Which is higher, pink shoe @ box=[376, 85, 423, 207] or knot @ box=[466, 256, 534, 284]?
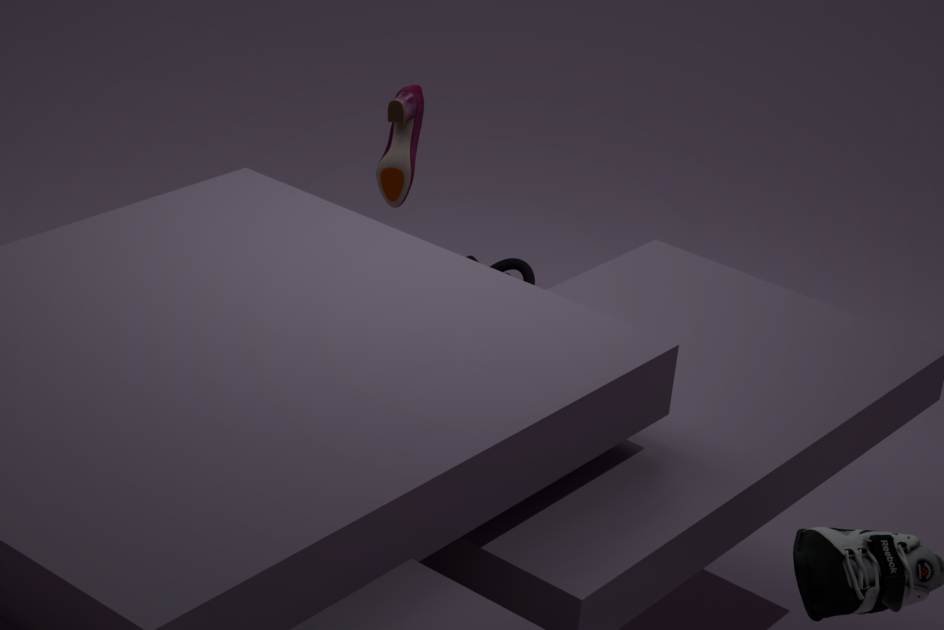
pink shoe @ box=[376, 85, 423, 207]
